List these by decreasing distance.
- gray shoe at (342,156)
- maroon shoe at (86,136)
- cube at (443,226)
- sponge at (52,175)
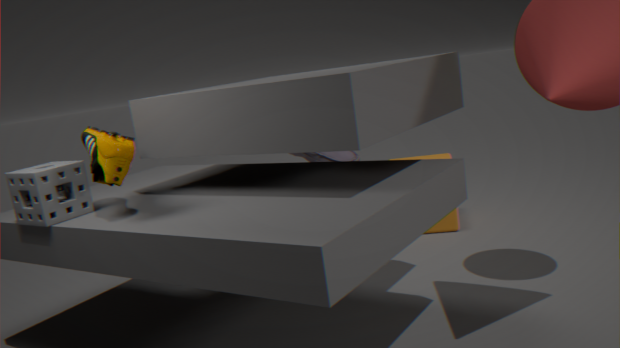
gray shoe at (342,156) < cube at (443,226) < sponge at (52,175) < maroon shoe at (86,136)
